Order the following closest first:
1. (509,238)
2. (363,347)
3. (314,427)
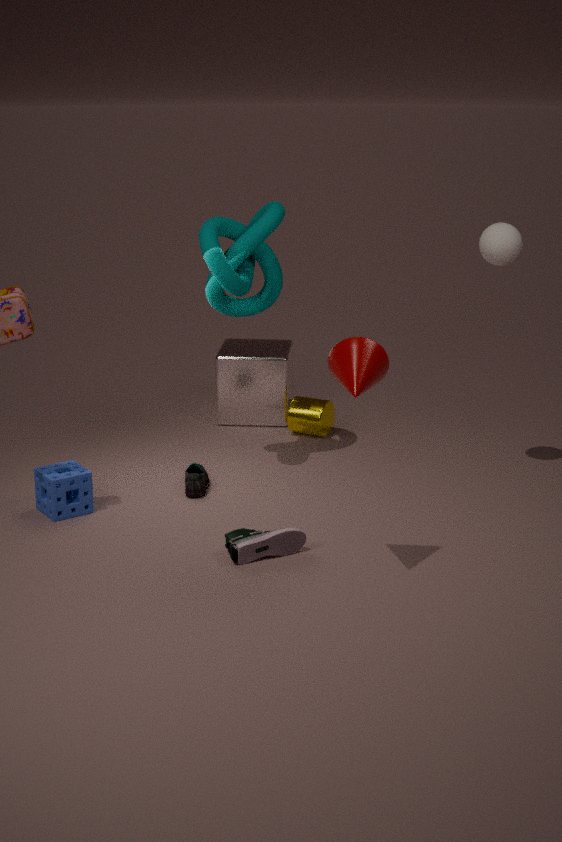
(363,347), (509,238), (314,427)
